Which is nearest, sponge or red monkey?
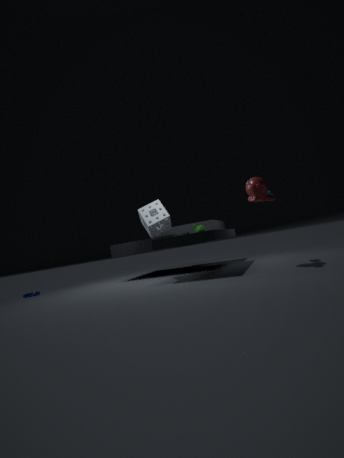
red monkey
